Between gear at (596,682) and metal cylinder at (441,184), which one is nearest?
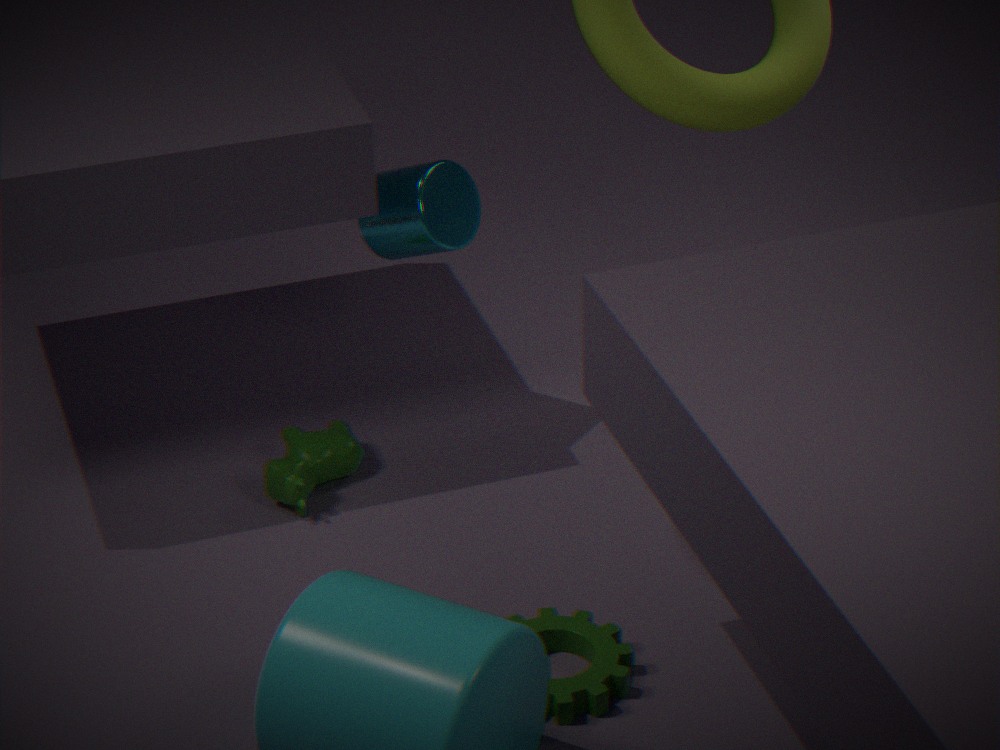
gear at (596,682)
